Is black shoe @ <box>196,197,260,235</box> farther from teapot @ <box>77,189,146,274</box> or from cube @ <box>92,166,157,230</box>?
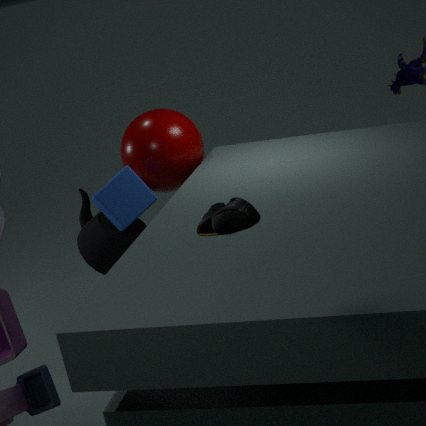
teapot @ <box>77,189,146,274</box>
